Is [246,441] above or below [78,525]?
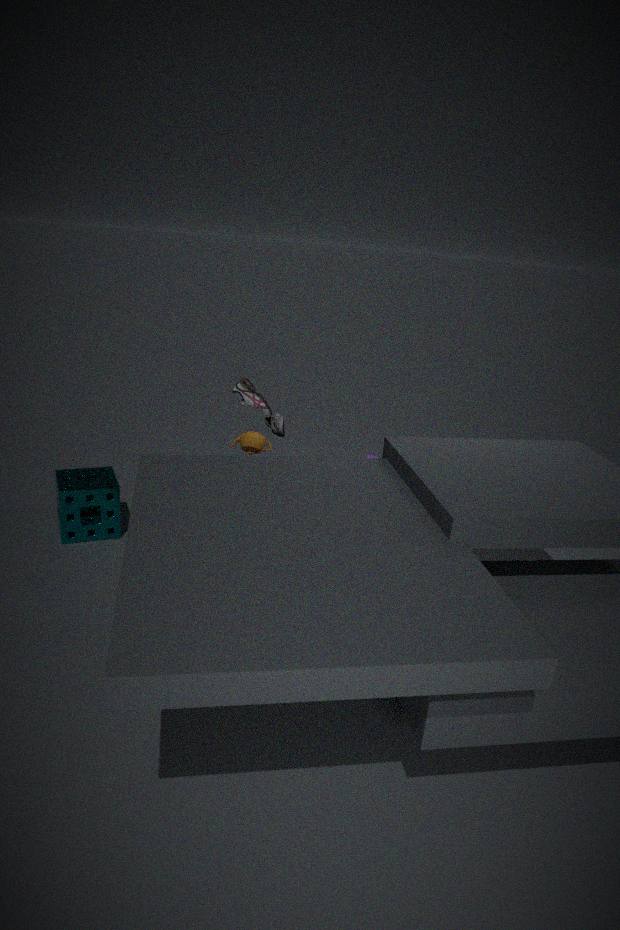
above
